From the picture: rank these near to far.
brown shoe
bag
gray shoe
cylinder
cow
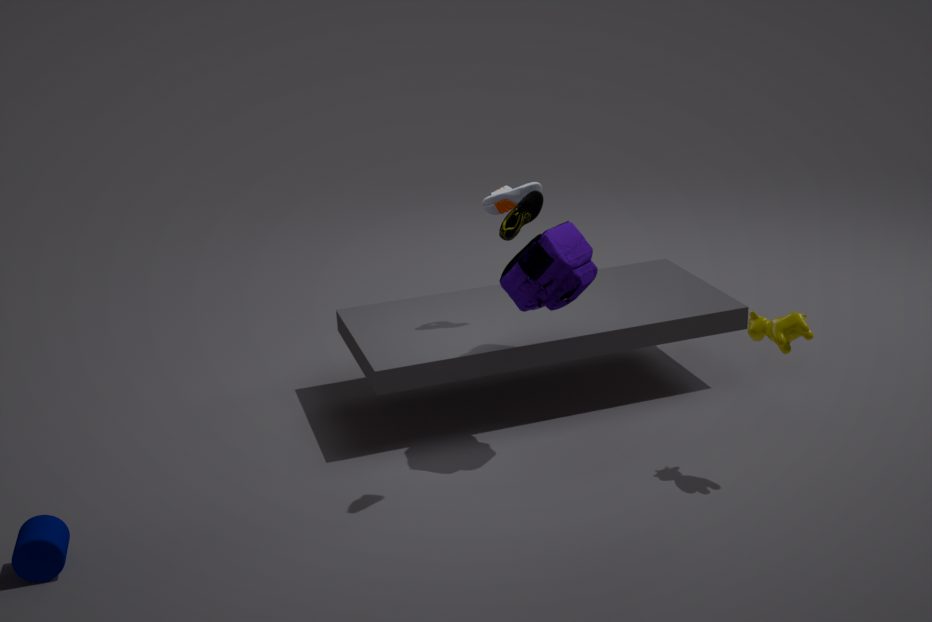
cylinder < brown shoe < cow < bag < gray shoe
